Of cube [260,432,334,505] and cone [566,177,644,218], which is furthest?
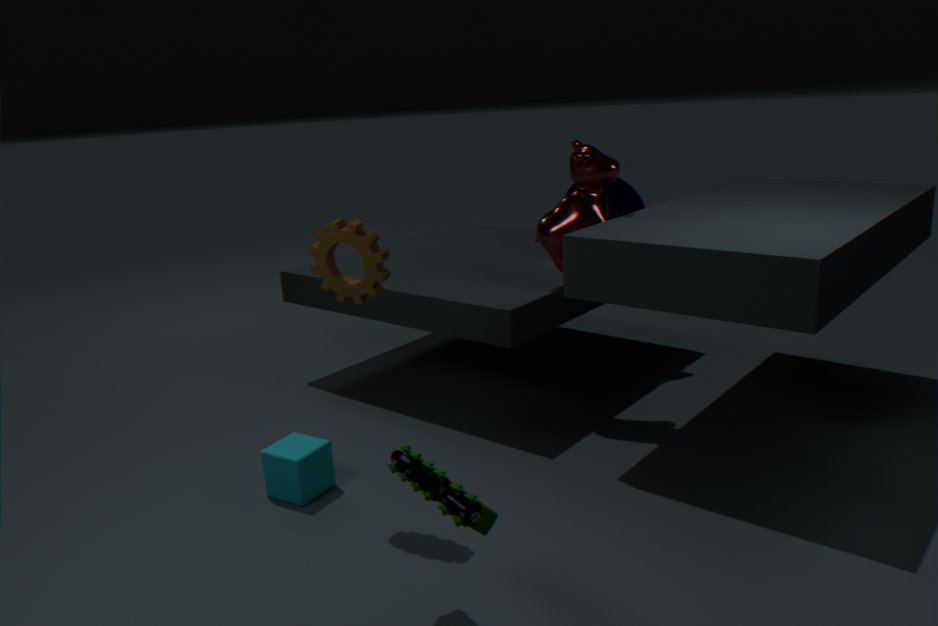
cone [566,177,644,218]
